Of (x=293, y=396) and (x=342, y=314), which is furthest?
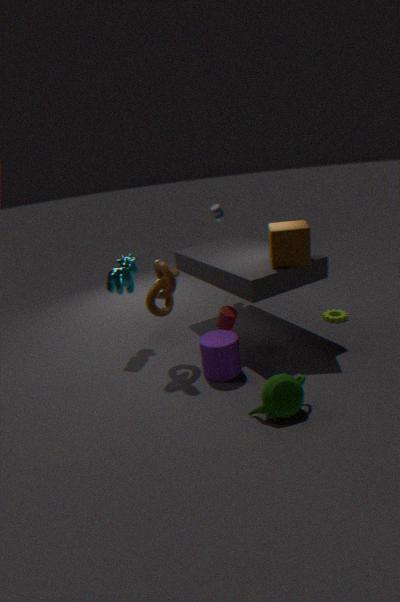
(x=342, y=314)
